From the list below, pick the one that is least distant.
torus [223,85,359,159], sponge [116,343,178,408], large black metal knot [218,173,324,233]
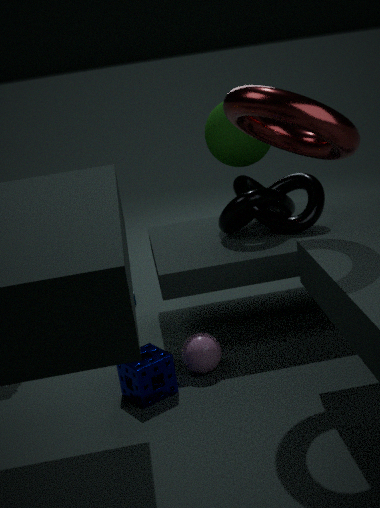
torus [223,85,359,159]
